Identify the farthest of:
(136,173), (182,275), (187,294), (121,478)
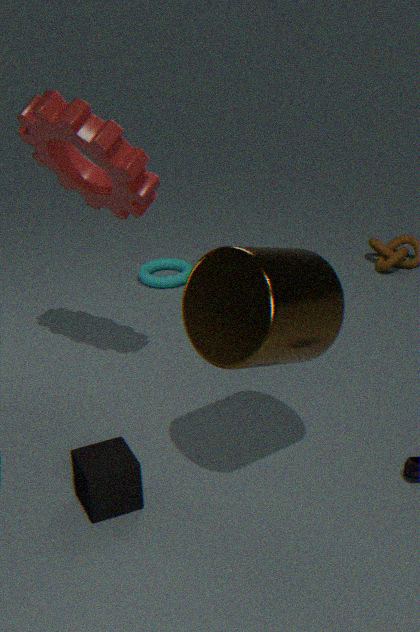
(182,275)
